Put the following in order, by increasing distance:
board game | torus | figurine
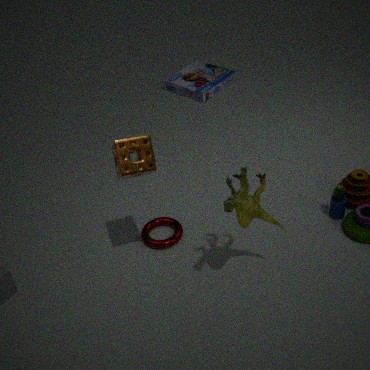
figurine, torus, board game
